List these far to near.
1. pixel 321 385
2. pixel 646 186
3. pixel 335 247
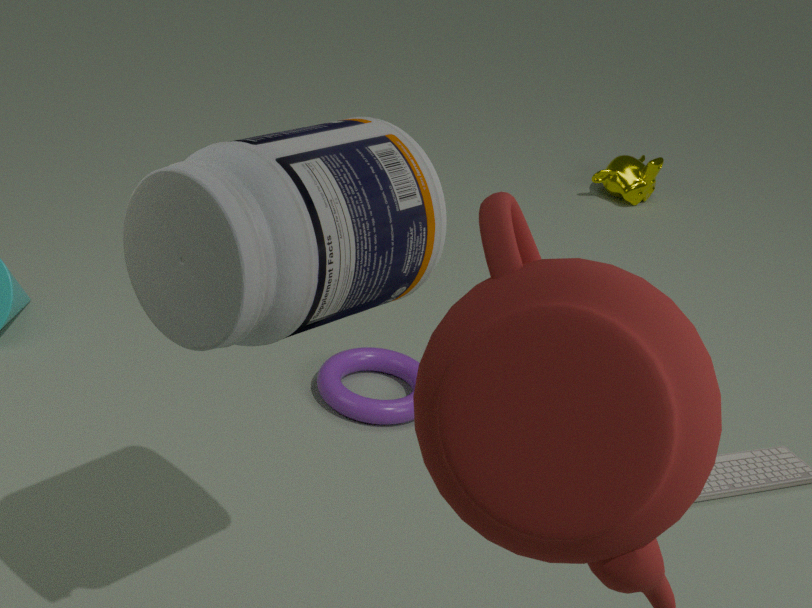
pixel 646 186, pixel 321 385, pixel 335 247
